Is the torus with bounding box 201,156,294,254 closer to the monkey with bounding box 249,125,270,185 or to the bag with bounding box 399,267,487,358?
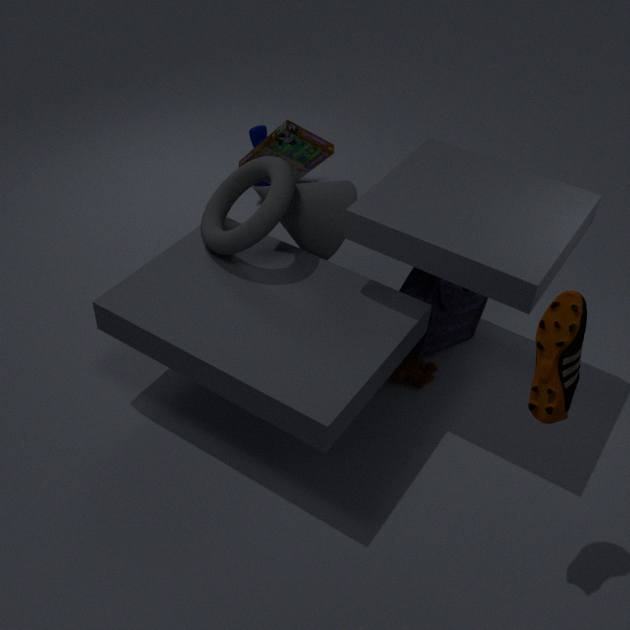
the bag with bounding box 399,267,487,358
